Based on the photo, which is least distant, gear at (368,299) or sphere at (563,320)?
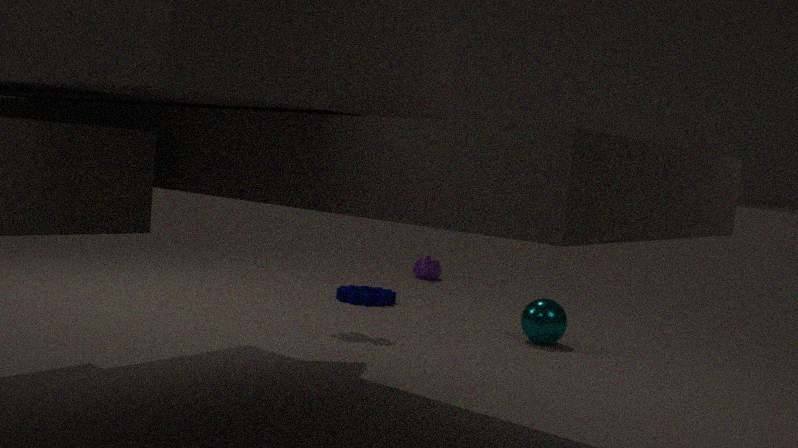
sphere at (563,320)
